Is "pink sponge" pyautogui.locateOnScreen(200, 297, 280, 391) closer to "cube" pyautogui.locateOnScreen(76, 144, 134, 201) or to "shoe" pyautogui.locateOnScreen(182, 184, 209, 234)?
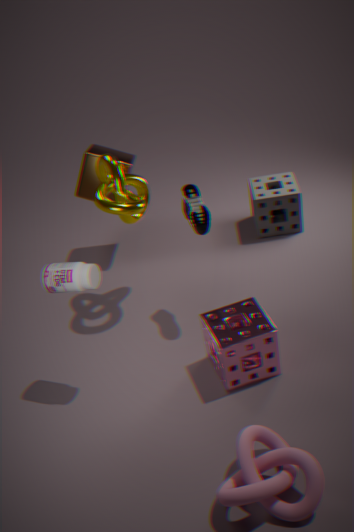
"shoe" pyautogui.locateOnScreen(182, 184, 209, 234)
